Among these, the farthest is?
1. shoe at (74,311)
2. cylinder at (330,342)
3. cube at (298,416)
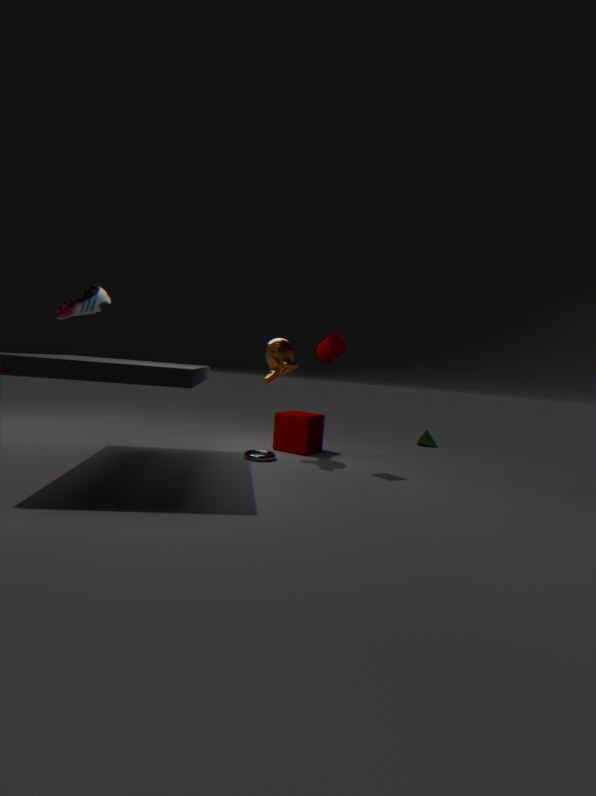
cube at (298,416)
